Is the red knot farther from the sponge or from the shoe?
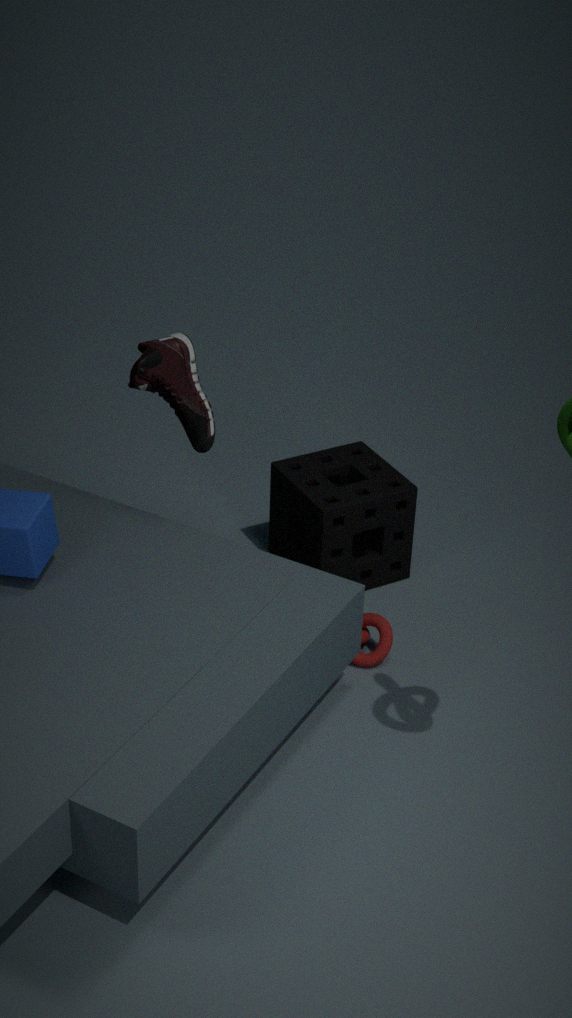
the shoe
